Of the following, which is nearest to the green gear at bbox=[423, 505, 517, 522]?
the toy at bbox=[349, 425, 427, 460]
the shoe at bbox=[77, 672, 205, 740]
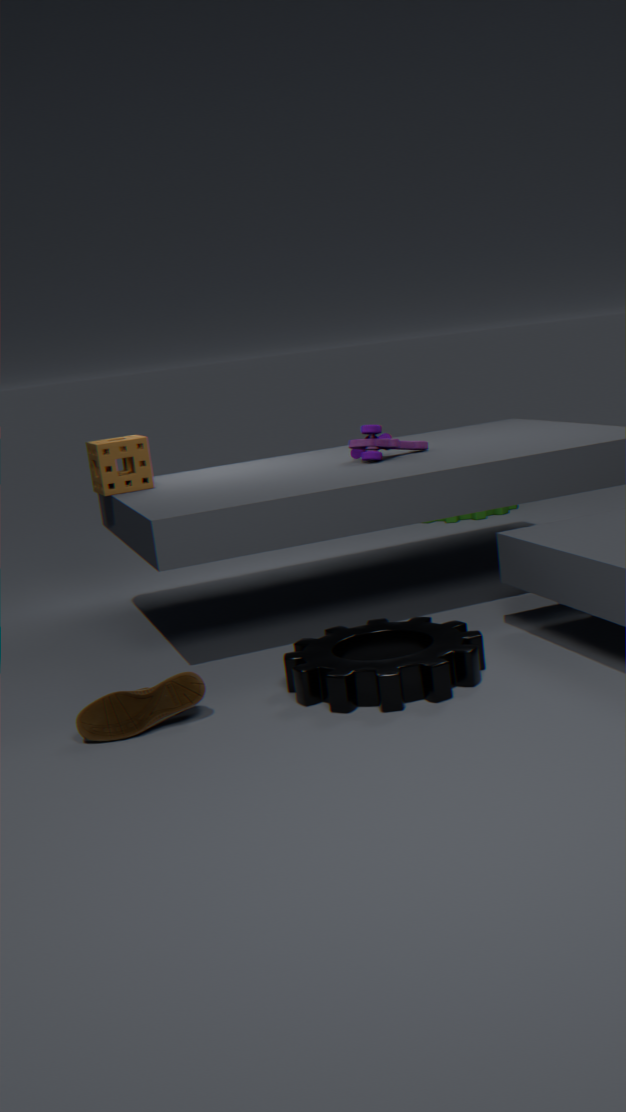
the toy at bbox=[349, 425, 427, 460]
